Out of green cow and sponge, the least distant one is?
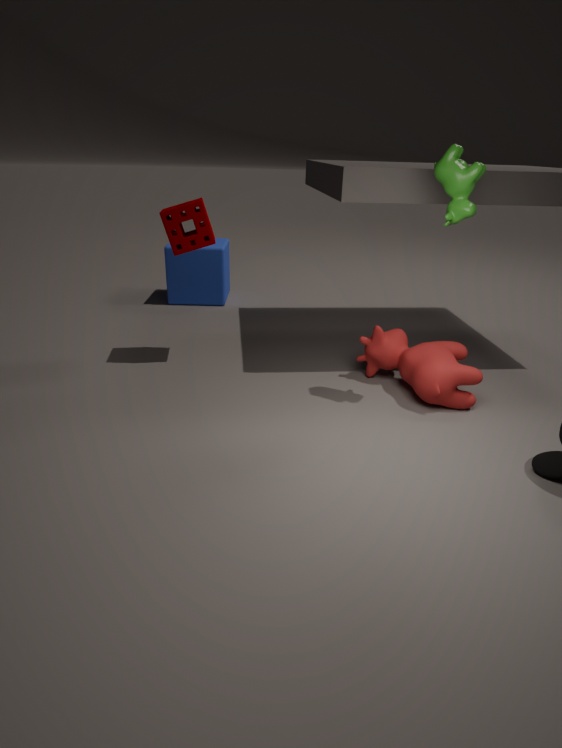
green cow
